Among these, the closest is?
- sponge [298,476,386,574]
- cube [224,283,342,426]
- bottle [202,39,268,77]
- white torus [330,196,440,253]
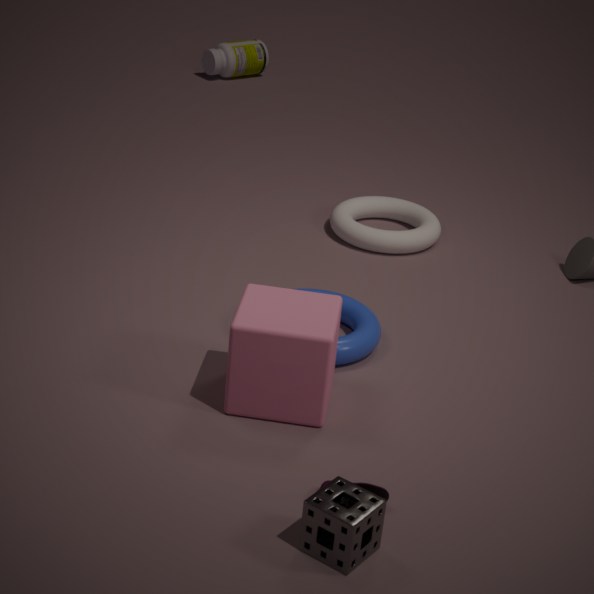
sponge [298,476,386,574]
